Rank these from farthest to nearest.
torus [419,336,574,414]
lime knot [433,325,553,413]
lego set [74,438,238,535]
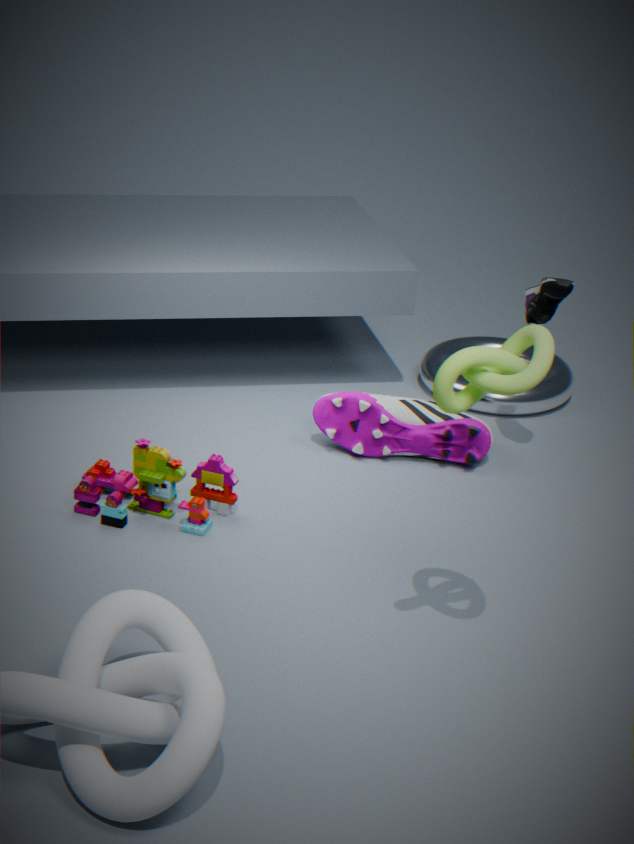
1. torus [419,336,574,414]
2. lego set [74,438,238,535]
3. lime knot [433,325,553,413]
